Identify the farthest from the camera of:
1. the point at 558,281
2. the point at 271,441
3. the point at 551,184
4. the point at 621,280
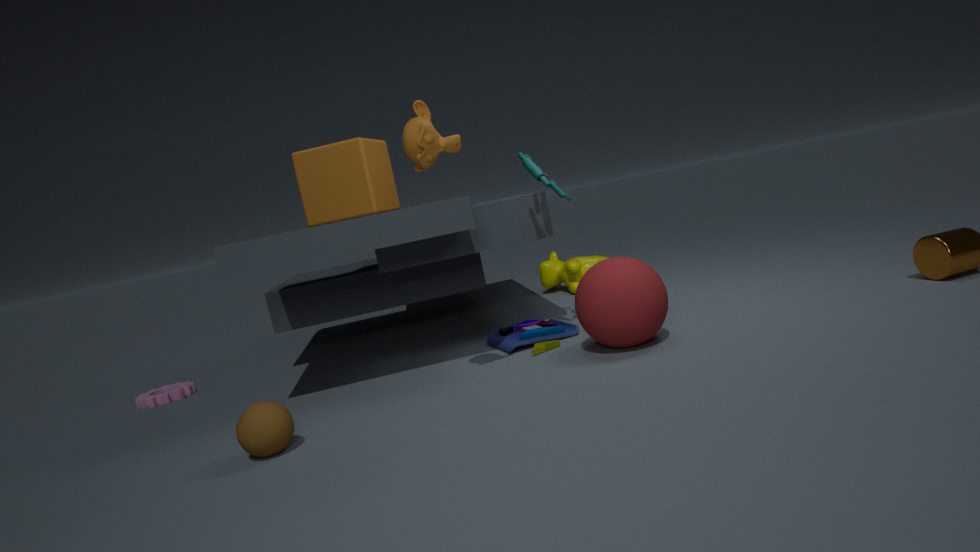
the point at 558,281
